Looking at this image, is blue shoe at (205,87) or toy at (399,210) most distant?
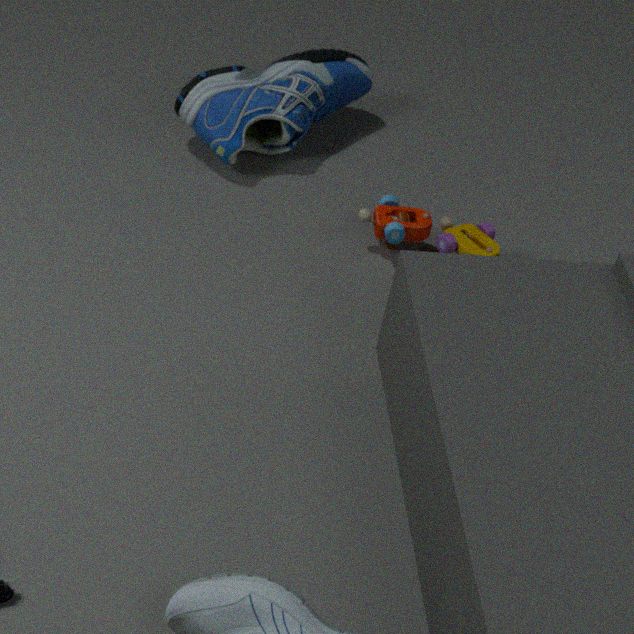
blue shoe at (205,87)
